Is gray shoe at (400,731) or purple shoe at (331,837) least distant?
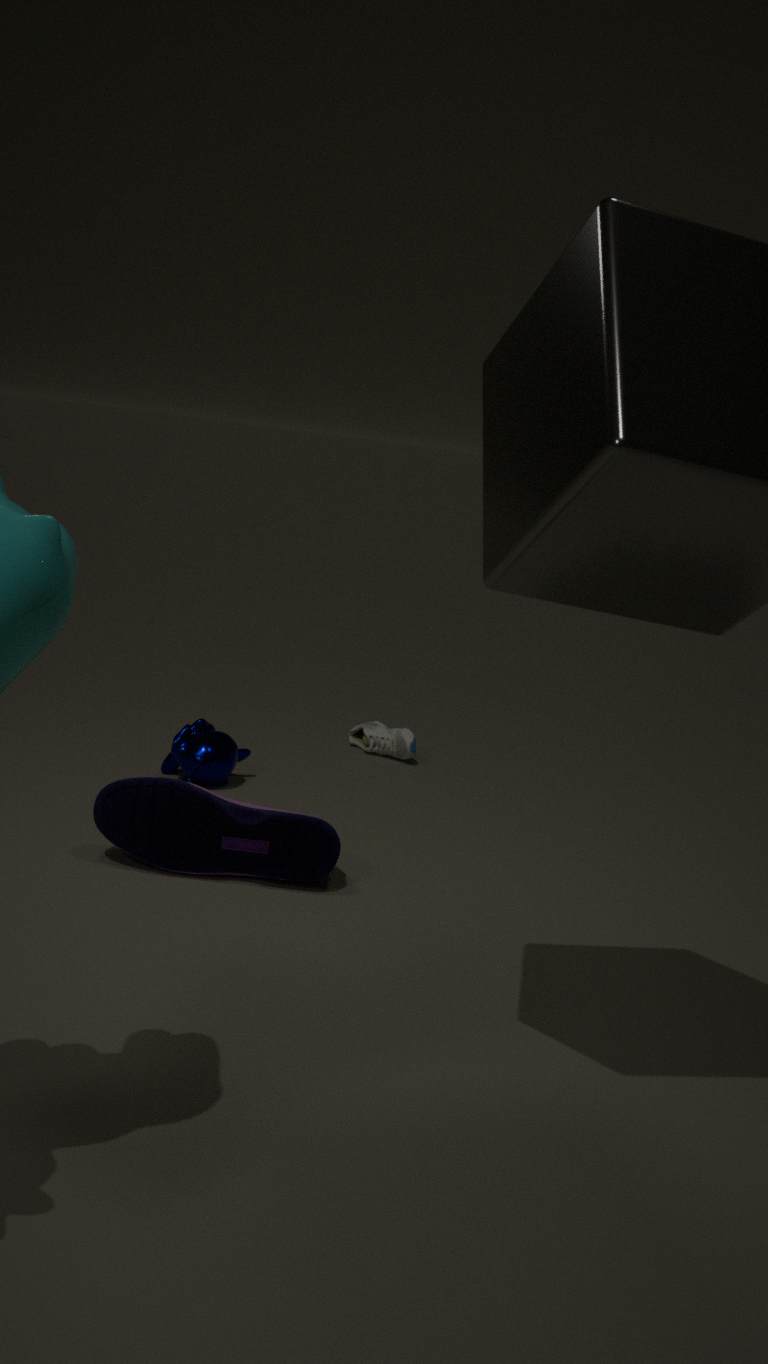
purple shoe at (331,837)
